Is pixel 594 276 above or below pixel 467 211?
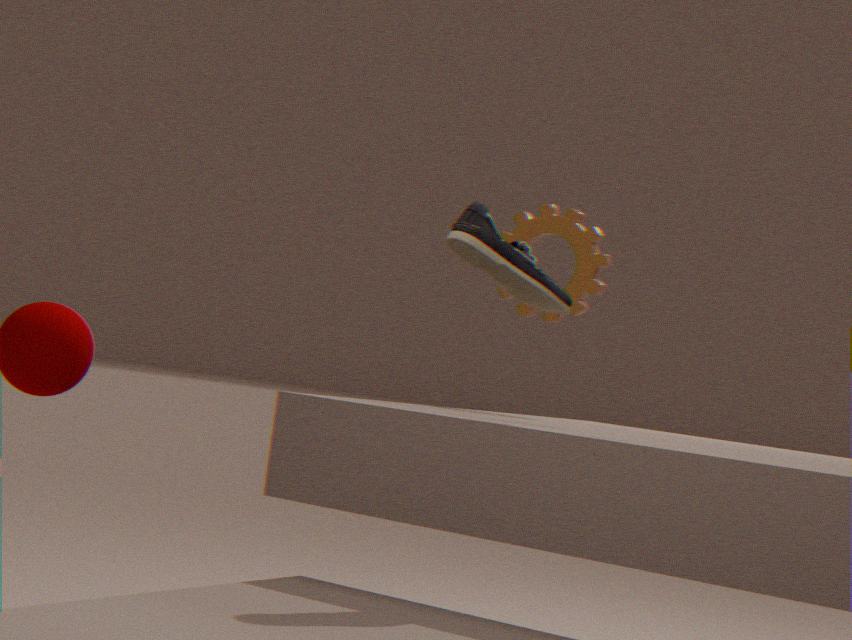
above
